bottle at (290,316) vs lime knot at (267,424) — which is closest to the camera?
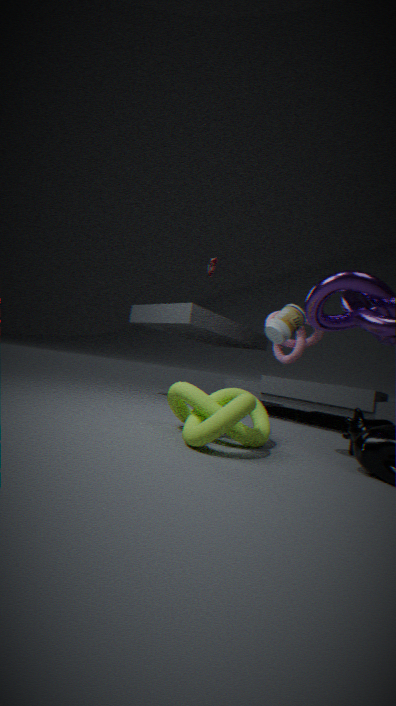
lime knot at (267,424)
